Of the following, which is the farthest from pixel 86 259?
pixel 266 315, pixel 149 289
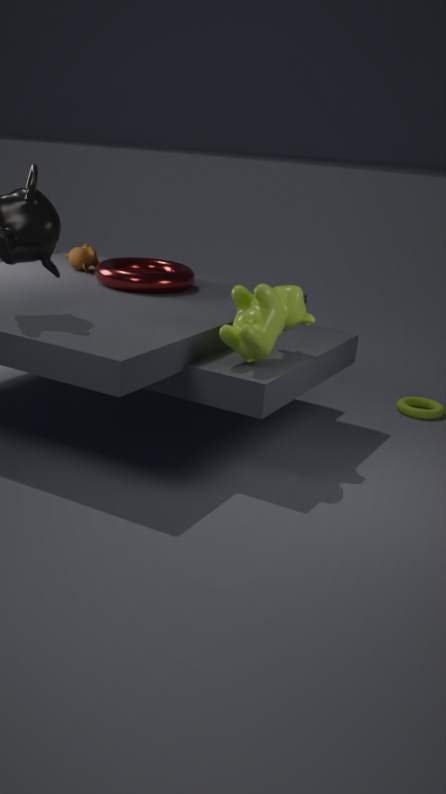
pixel 266 315
